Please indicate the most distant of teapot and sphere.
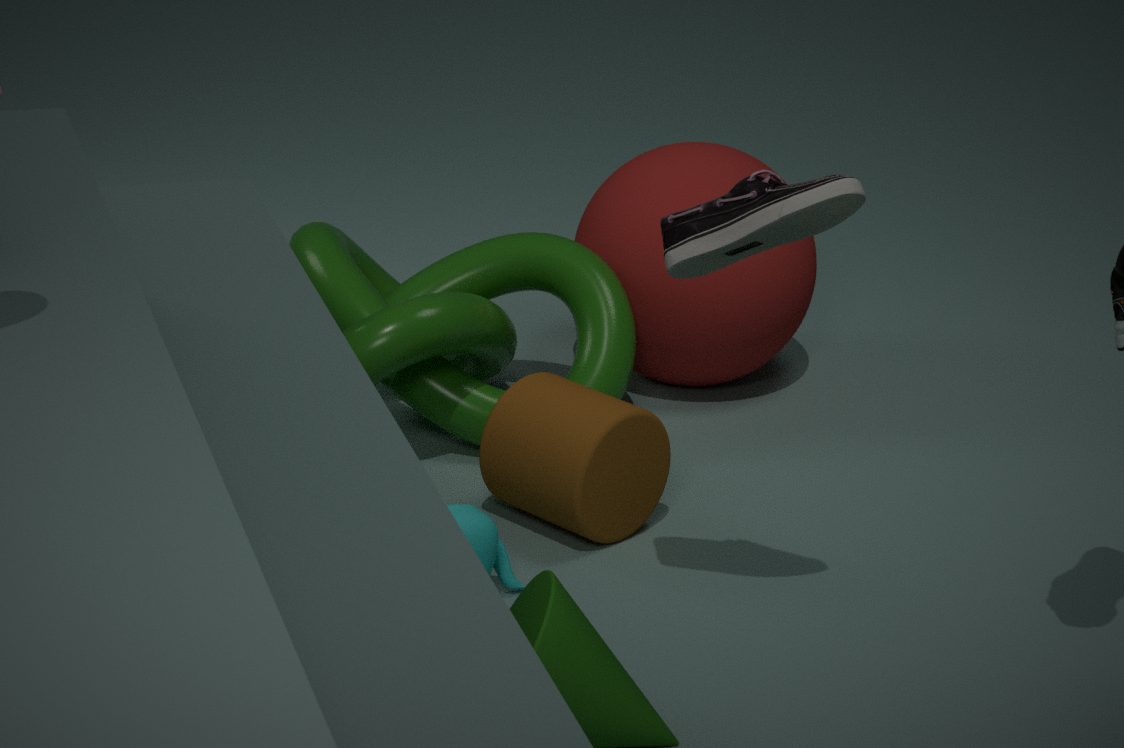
sphere
